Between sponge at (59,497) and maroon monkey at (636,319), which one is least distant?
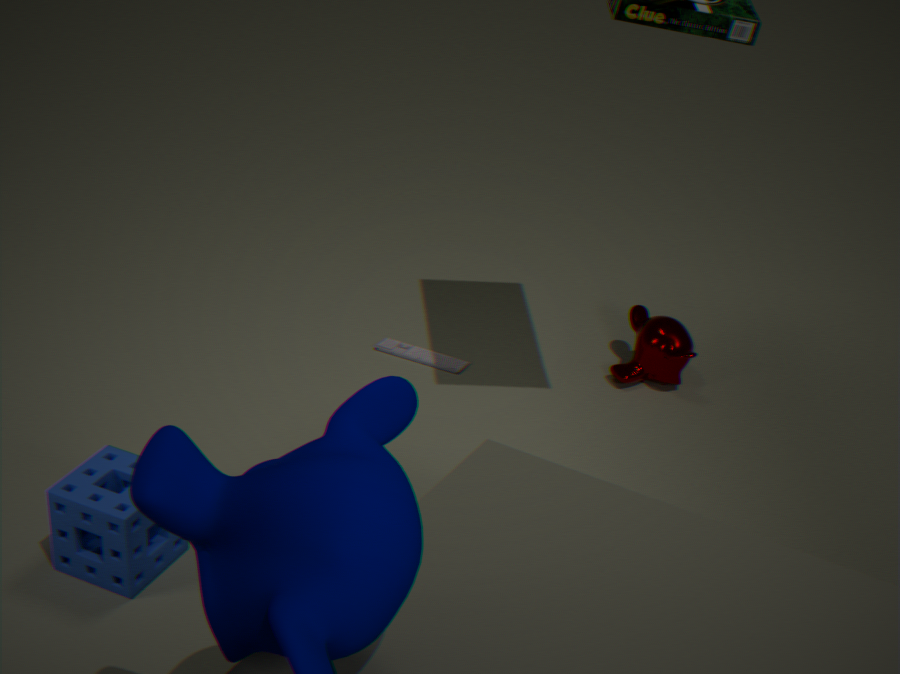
sponge at (59,497)
